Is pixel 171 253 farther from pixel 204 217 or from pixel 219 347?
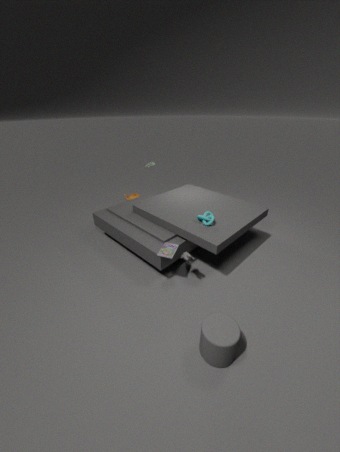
Result: pixel 219 347
